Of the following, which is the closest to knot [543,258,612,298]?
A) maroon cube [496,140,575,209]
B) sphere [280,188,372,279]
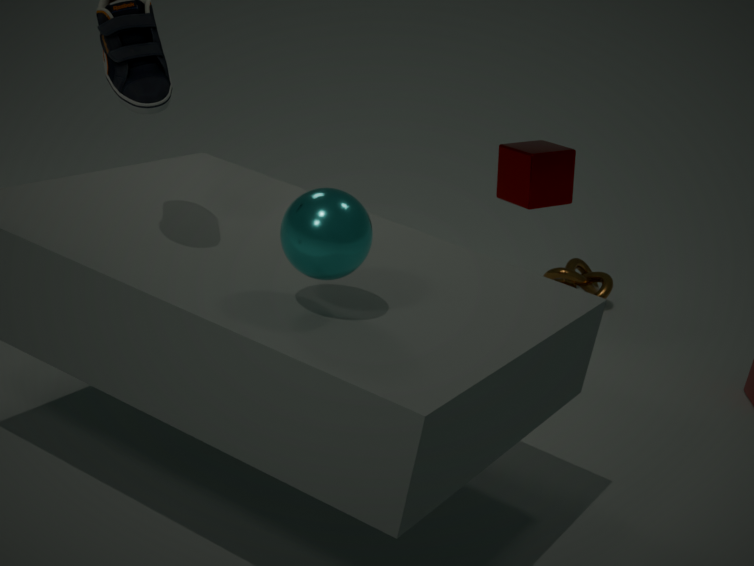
maroon cube [496,140,575,209]
